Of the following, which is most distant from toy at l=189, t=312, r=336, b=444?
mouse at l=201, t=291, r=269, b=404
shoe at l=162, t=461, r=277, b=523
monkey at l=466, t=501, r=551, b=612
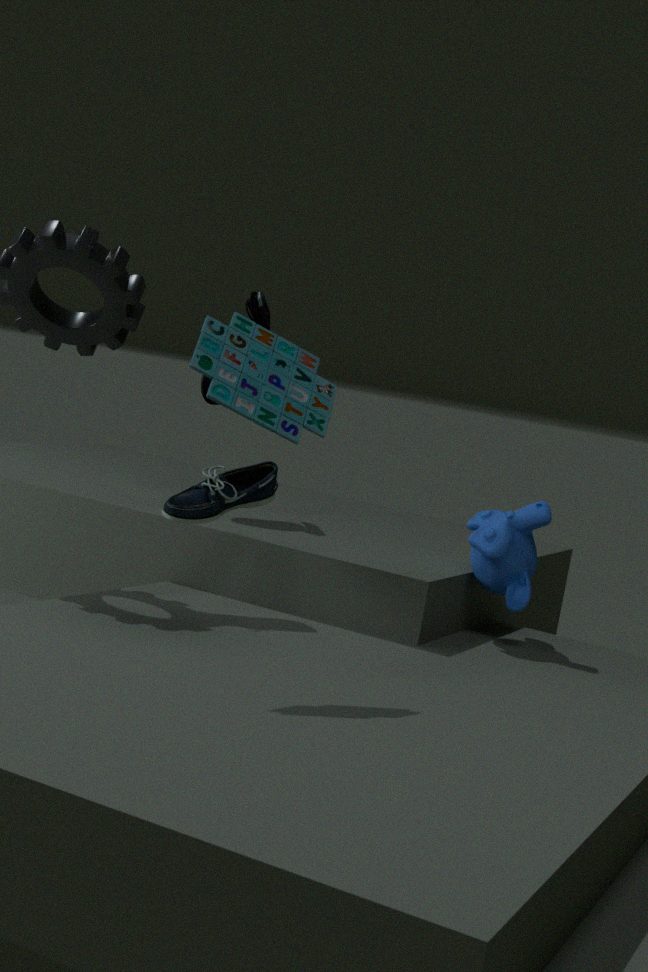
mouse at l=201, t=291, r=269, b=404
